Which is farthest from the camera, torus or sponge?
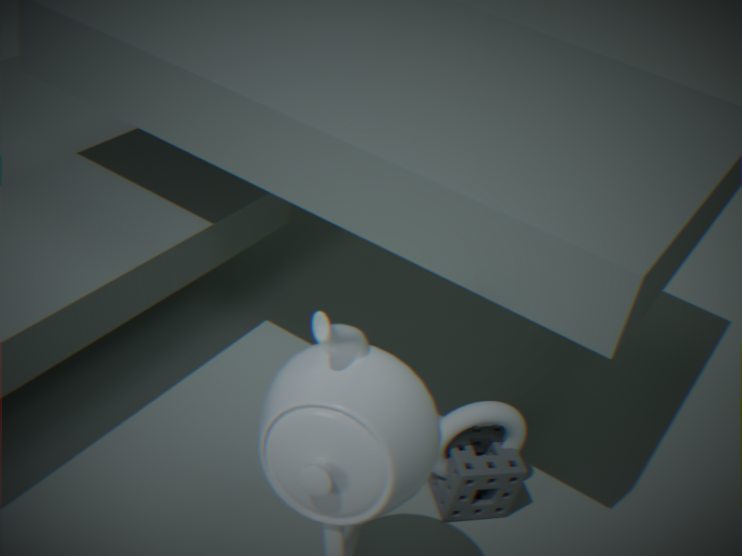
sponge
